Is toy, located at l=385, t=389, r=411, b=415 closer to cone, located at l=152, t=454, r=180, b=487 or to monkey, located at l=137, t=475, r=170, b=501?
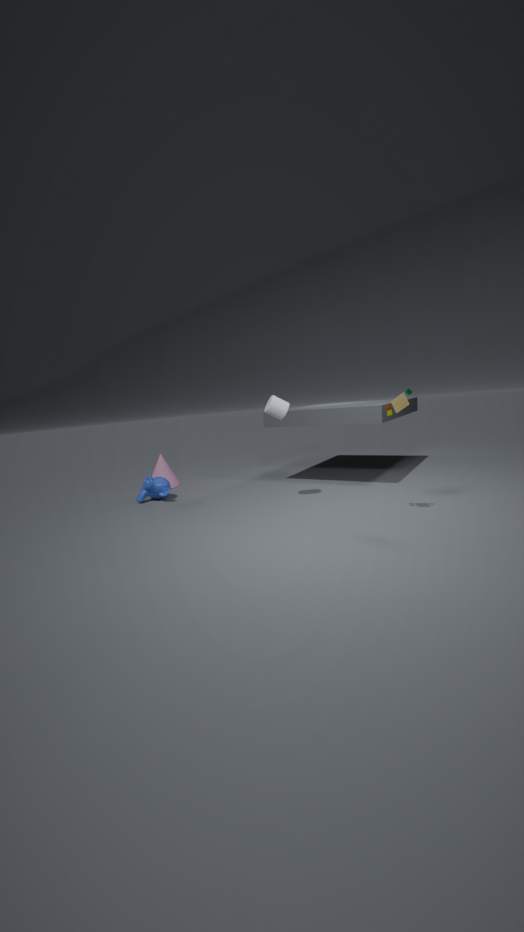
monkey, located at l=137, t=475, r=170, b=501
